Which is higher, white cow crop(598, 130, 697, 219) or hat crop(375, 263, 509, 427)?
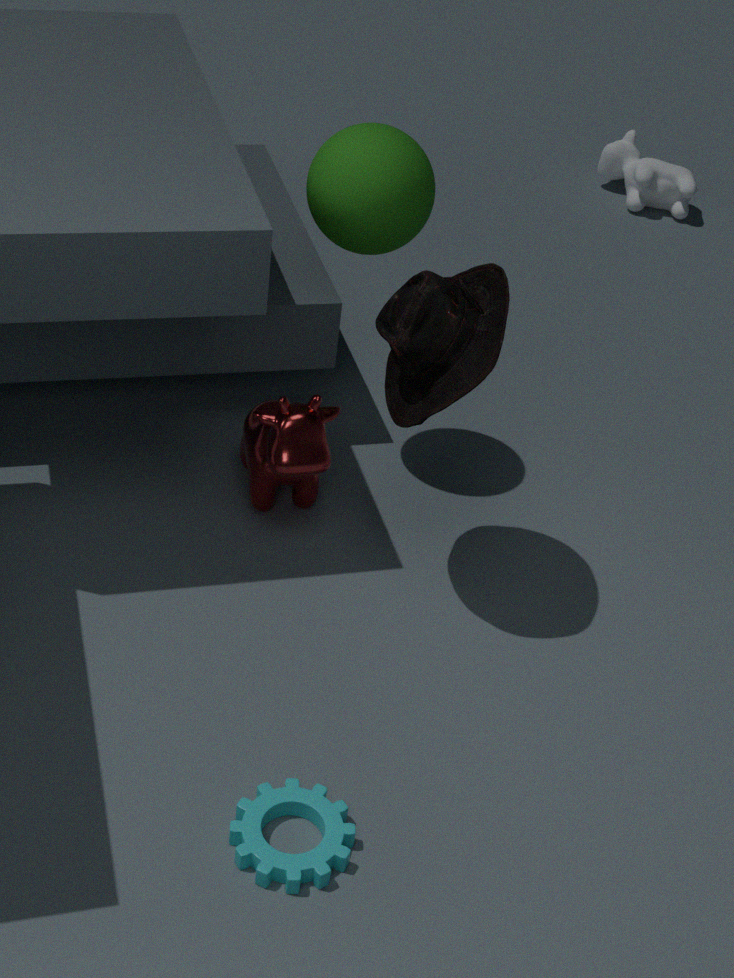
hat crop(375, 263, 509, 427)
